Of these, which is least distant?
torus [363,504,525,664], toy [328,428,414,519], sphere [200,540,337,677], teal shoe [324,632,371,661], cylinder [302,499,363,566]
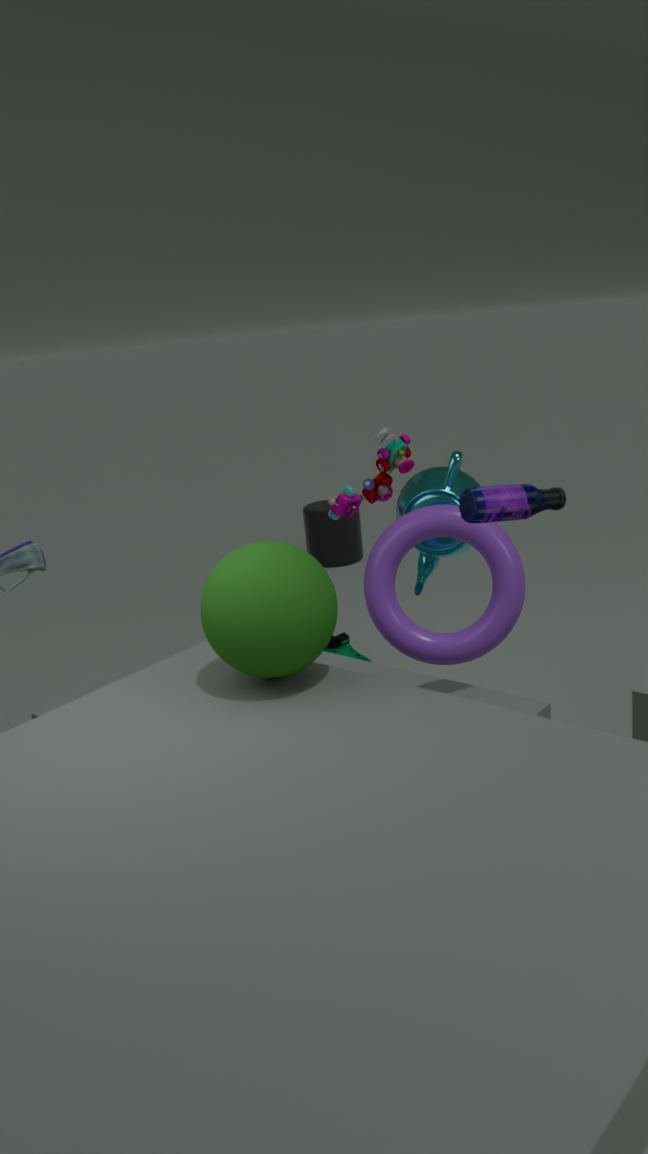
sphere [200,540,337,677]
